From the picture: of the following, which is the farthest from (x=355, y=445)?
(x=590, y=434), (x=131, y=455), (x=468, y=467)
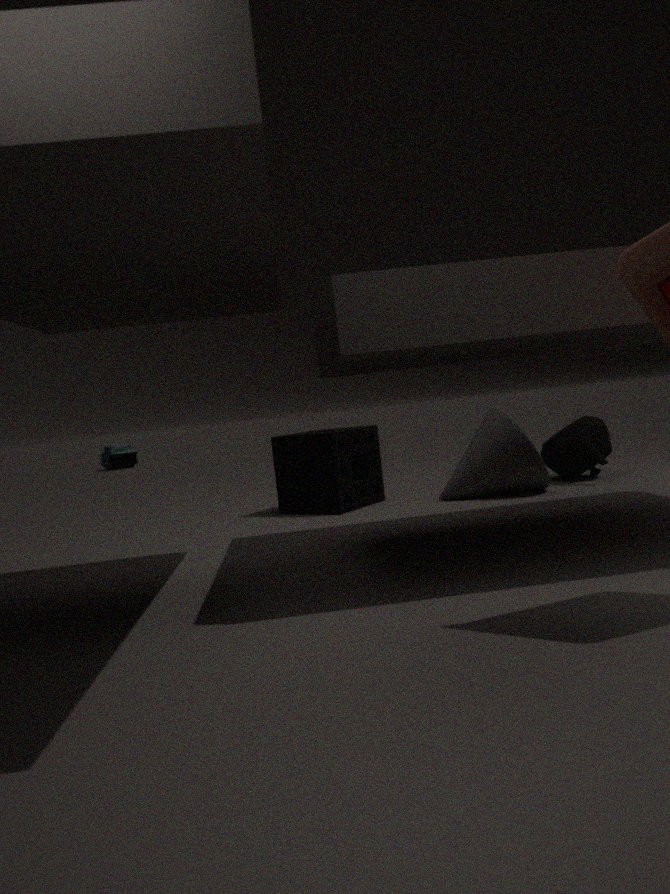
(x=131, y=455)
